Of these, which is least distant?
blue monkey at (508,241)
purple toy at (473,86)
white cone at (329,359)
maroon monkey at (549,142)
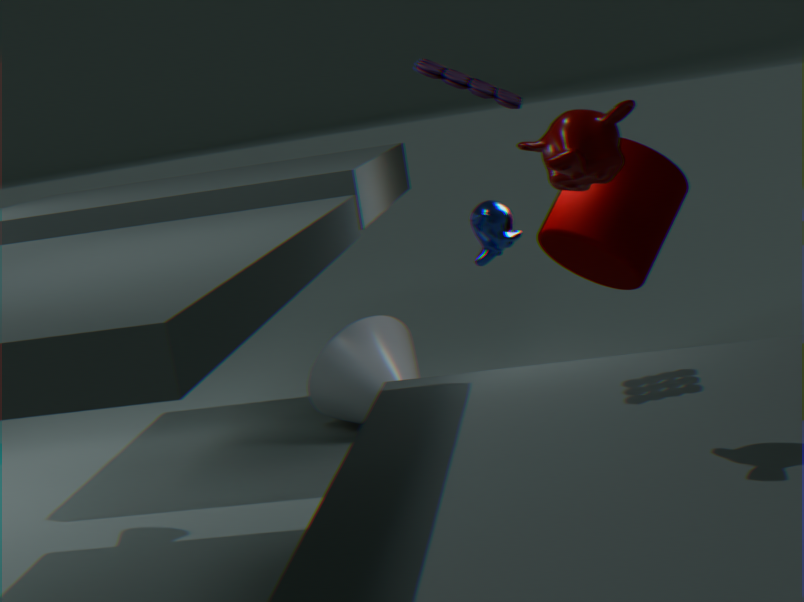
maroon monkey at (549,142)
